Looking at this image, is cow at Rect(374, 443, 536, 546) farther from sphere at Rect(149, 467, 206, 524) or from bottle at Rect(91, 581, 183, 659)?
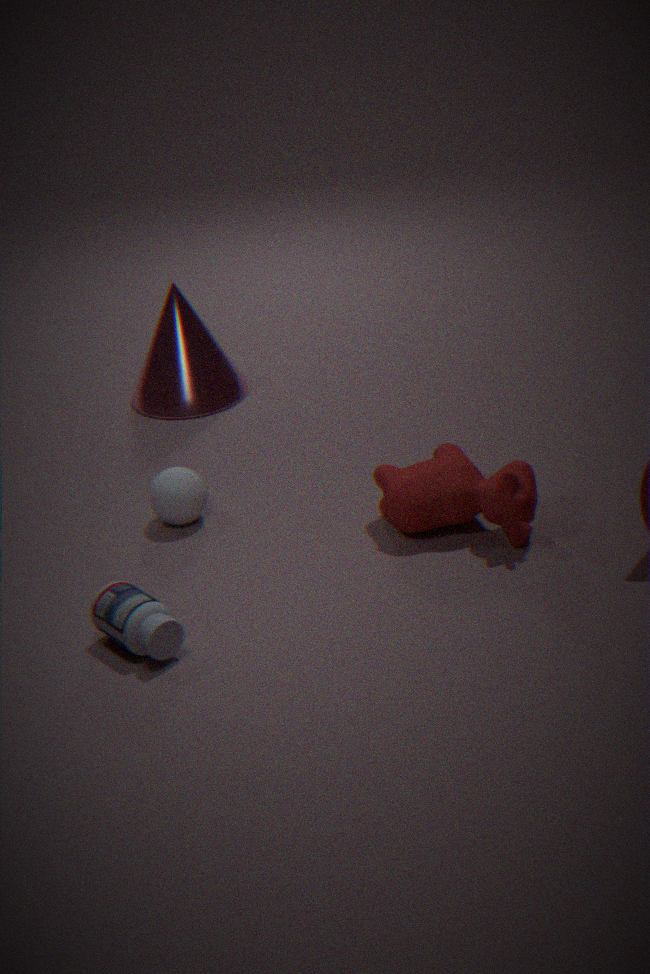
bottle at Rect(91, 581, 183, 659)
